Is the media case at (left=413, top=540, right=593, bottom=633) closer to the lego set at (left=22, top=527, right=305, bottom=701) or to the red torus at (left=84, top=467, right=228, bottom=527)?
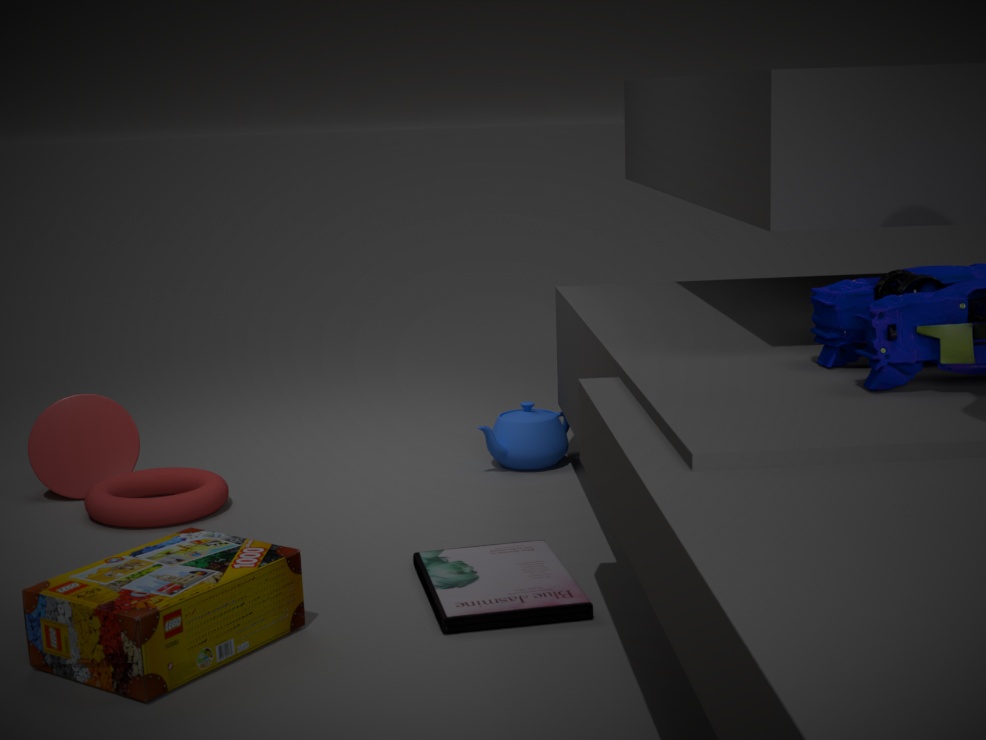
Answer: the lego set at (left=22, top=527, right=305, bottom=701)
